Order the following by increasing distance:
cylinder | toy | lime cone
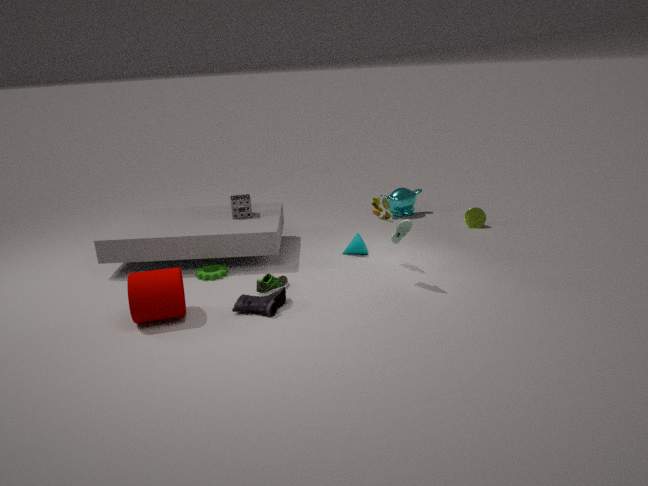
cylinder → toy → lime cone
